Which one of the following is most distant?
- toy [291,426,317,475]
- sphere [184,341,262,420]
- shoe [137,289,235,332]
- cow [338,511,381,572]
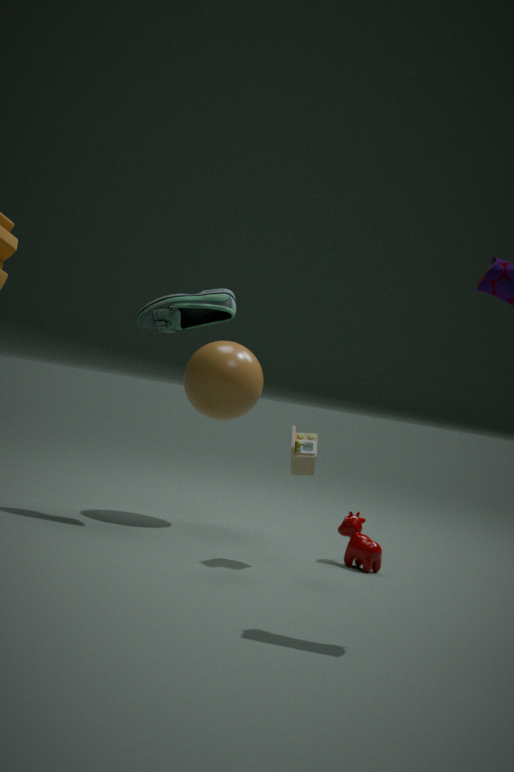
sphere [184,341,262,420]
